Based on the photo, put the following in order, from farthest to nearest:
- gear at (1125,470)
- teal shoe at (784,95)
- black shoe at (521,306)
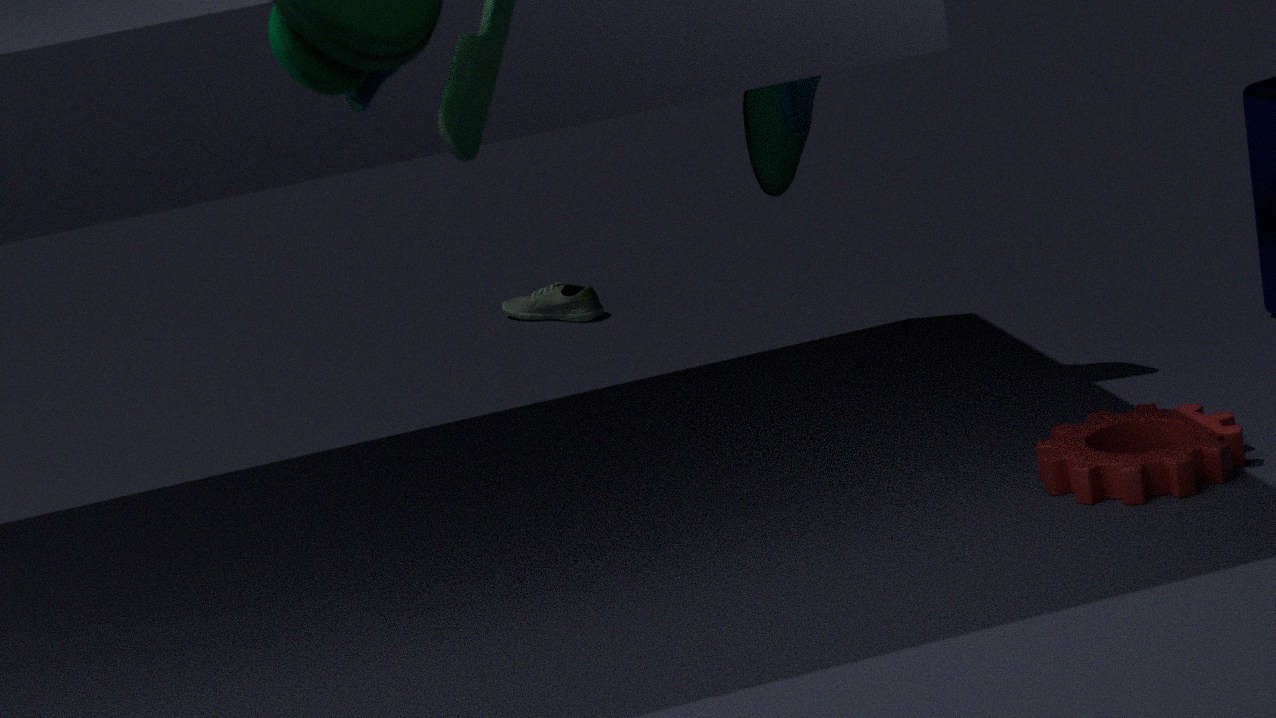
black shoe at (521,306) < teal shoe at (784,95) < gear at (1125,470)
